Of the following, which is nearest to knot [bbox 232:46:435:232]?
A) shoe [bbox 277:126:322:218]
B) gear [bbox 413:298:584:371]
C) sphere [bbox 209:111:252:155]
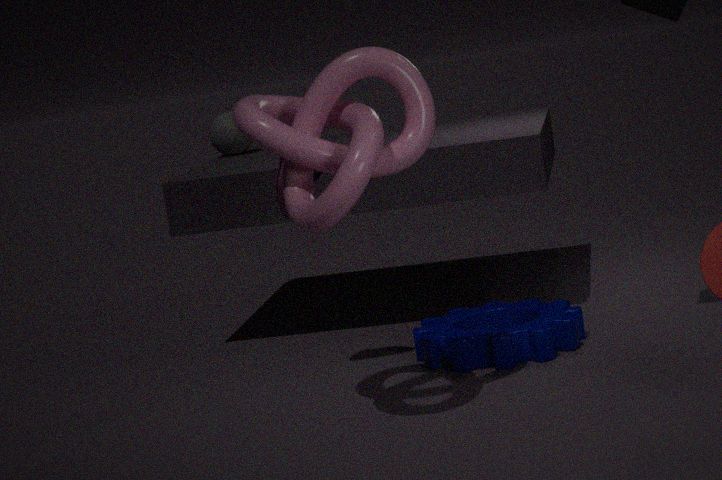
shoe [bbox 277:126:322:218]
